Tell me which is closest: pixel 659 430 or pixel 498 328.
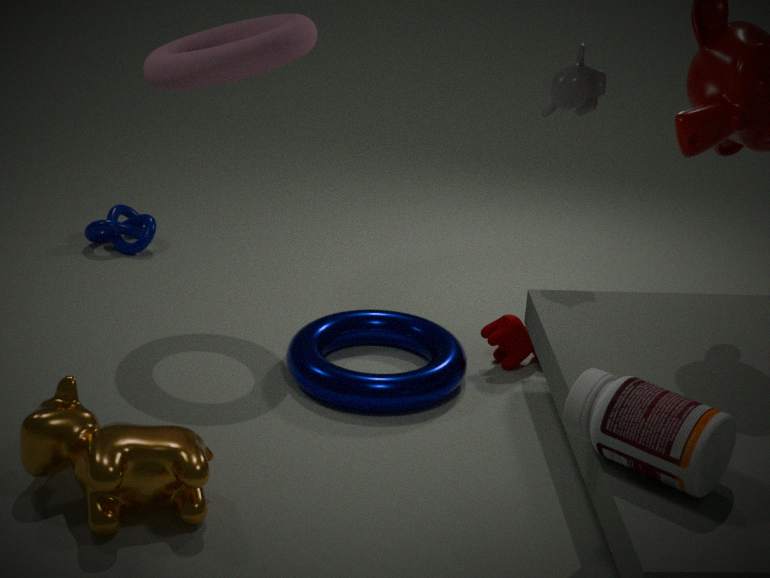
pixel 659 430
